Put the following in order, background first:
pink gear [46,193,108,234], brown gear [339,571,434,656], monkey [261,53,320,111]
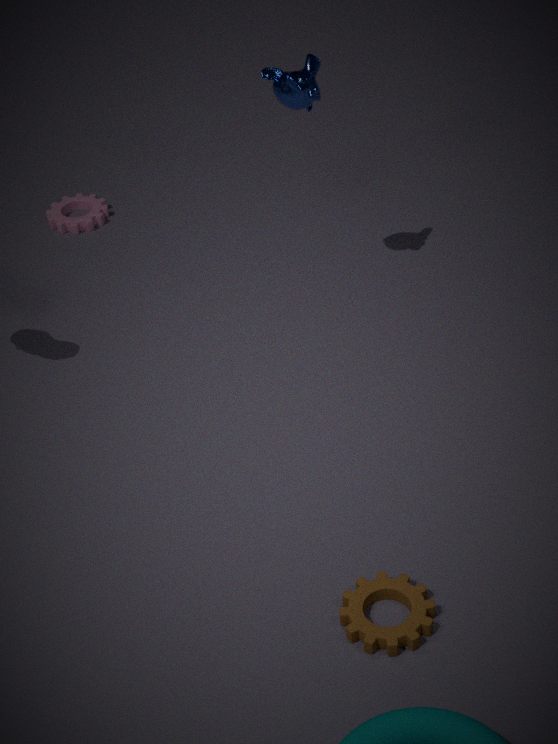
pink gear [46,193,108,234] < monkey [261,53,320,111] < brown gear [339,571,434,656]
